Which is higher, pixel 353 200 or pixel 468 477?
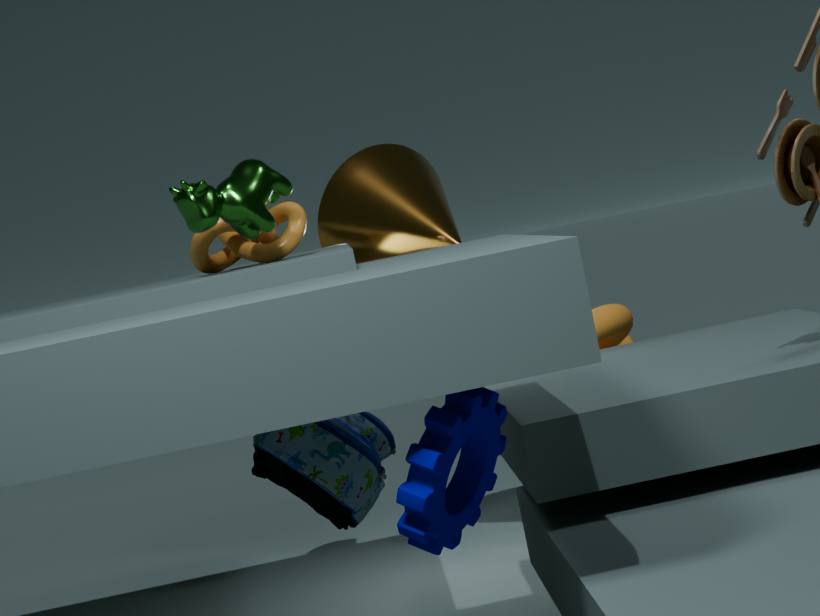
pixel 353 200
